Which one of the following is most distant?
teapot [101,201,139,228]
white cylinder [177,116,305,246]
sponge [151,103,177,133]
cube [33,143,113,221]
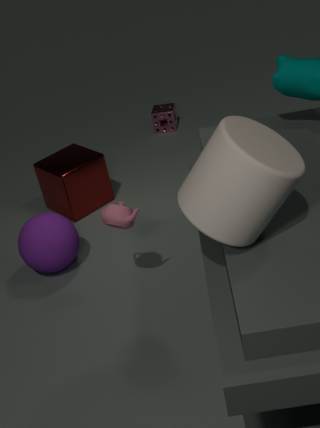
sponge [151,103,177,133]
